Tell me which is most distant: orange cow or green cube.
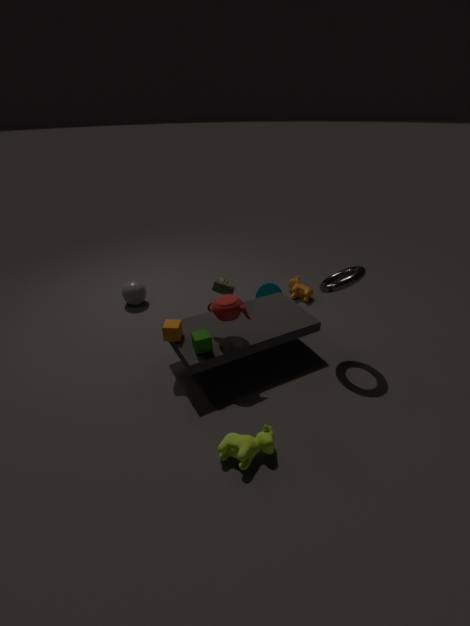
orange cow
